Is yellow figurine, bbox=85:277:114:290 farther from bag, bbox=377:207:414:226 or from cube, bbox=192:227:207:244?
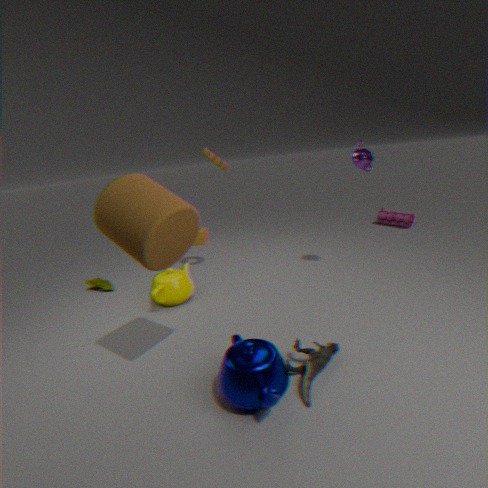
bag, bbox=377:207:414:226
